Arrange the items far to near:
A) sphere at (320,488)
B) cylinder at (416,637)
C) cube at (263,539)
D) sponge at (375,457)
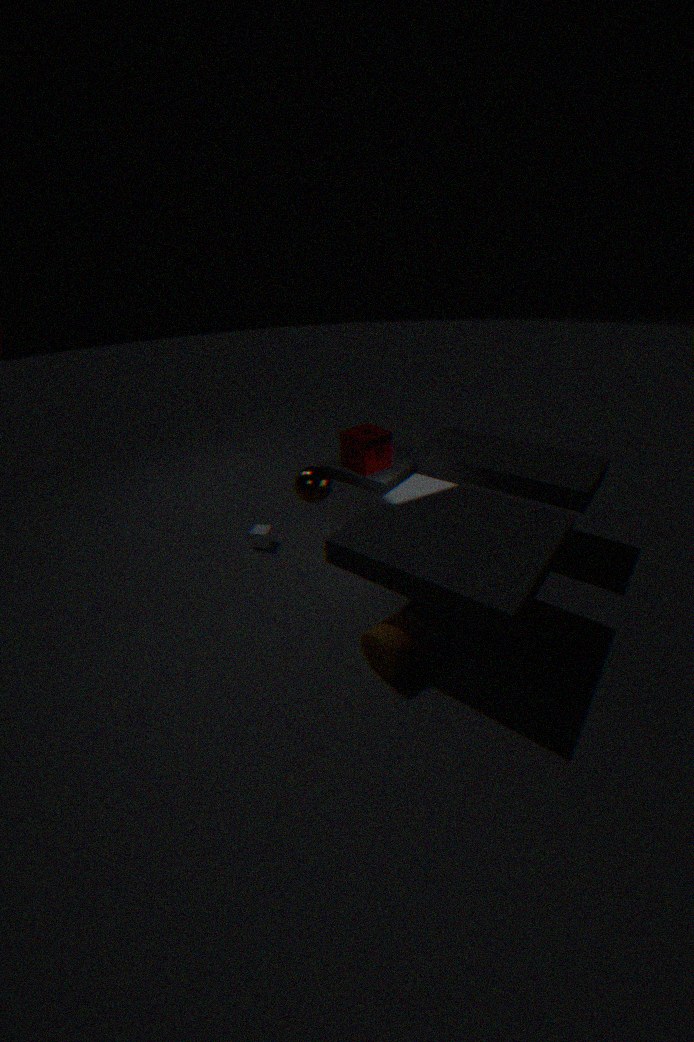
cube at (263,539)
sponge at (375,457)
sphere at (320,488)
cylinder at (416,637)
